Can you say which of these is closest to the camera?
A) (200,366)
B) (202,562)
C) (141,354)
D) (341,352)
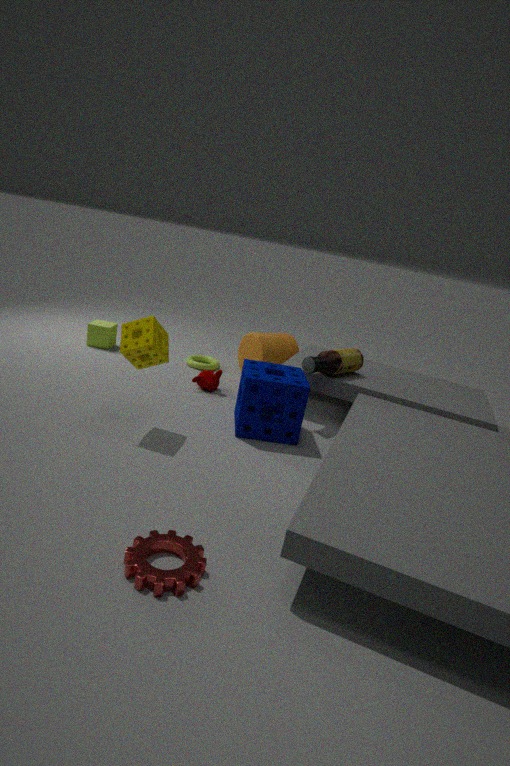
(202,562)
